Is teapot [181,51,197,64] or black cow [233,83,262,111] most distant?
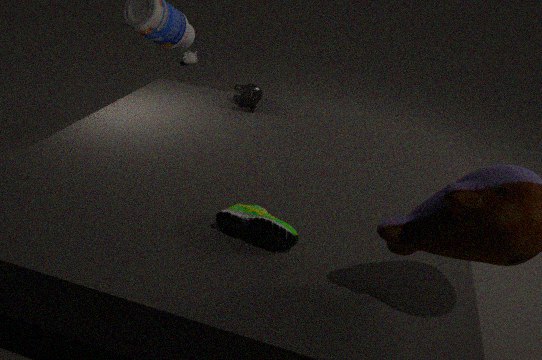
teapot [181,51,197,64]
